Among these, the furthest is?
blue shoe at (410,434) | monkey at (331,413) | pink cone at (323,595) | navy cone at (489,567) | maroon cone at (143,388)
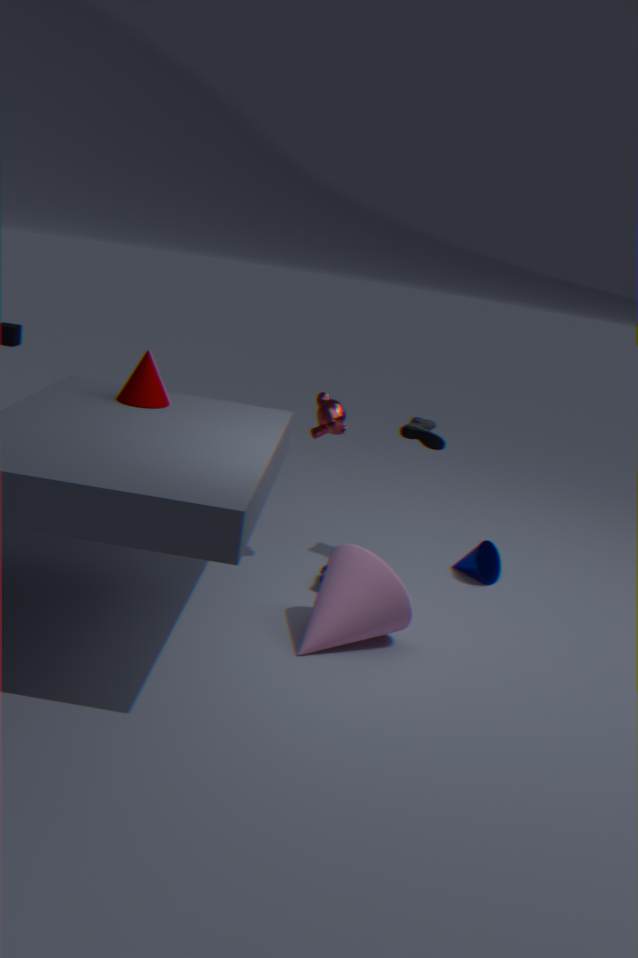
navy cone at (489,567)
